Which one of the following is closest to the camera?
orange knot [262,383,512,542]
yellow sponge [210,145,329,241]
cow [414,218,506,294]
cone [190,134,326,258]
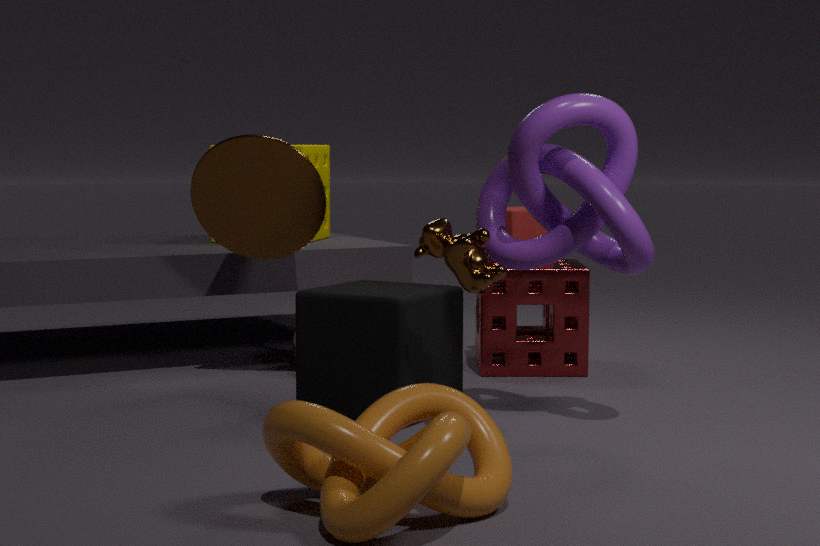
orange knot [262,383,512,542]
